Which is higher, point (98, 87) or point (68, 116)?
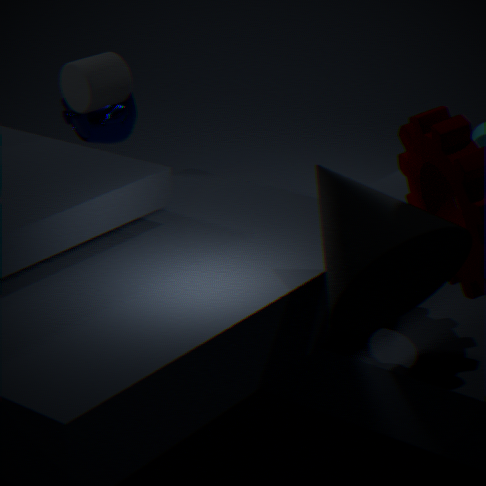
point (98, 87)
